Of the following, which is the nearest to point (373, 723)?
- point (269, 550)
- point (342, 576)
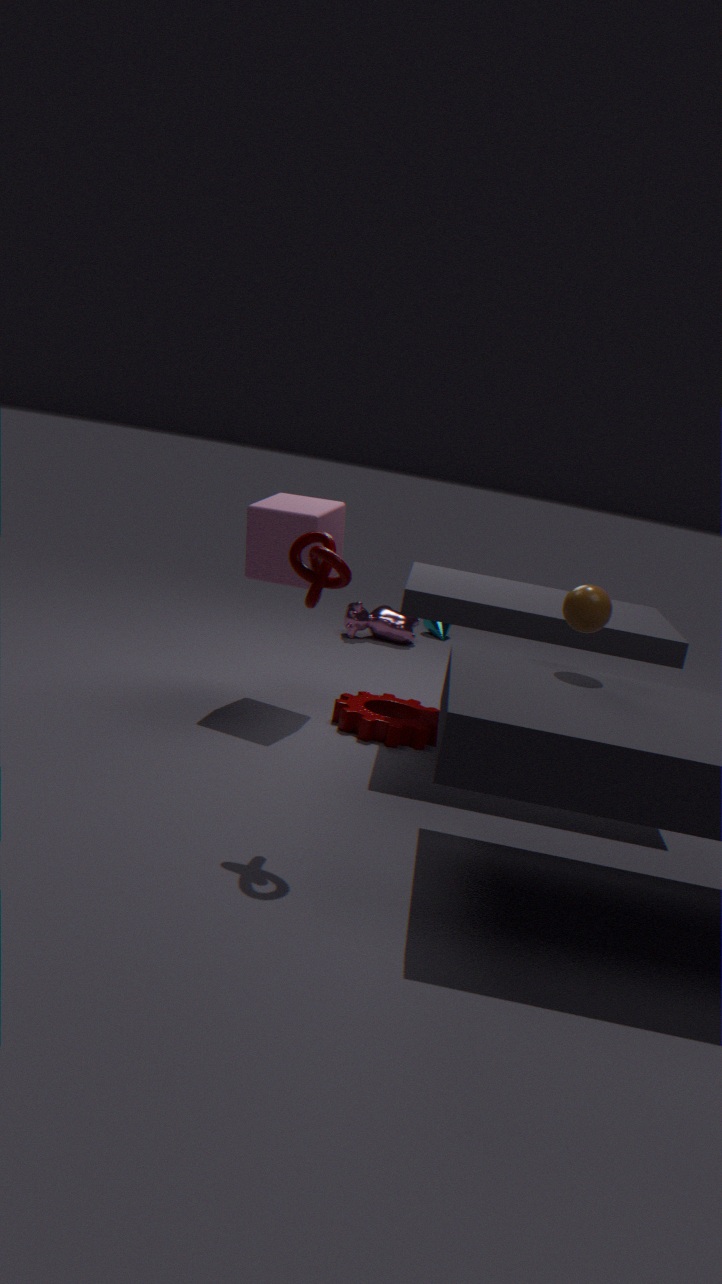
point (269, 550)
